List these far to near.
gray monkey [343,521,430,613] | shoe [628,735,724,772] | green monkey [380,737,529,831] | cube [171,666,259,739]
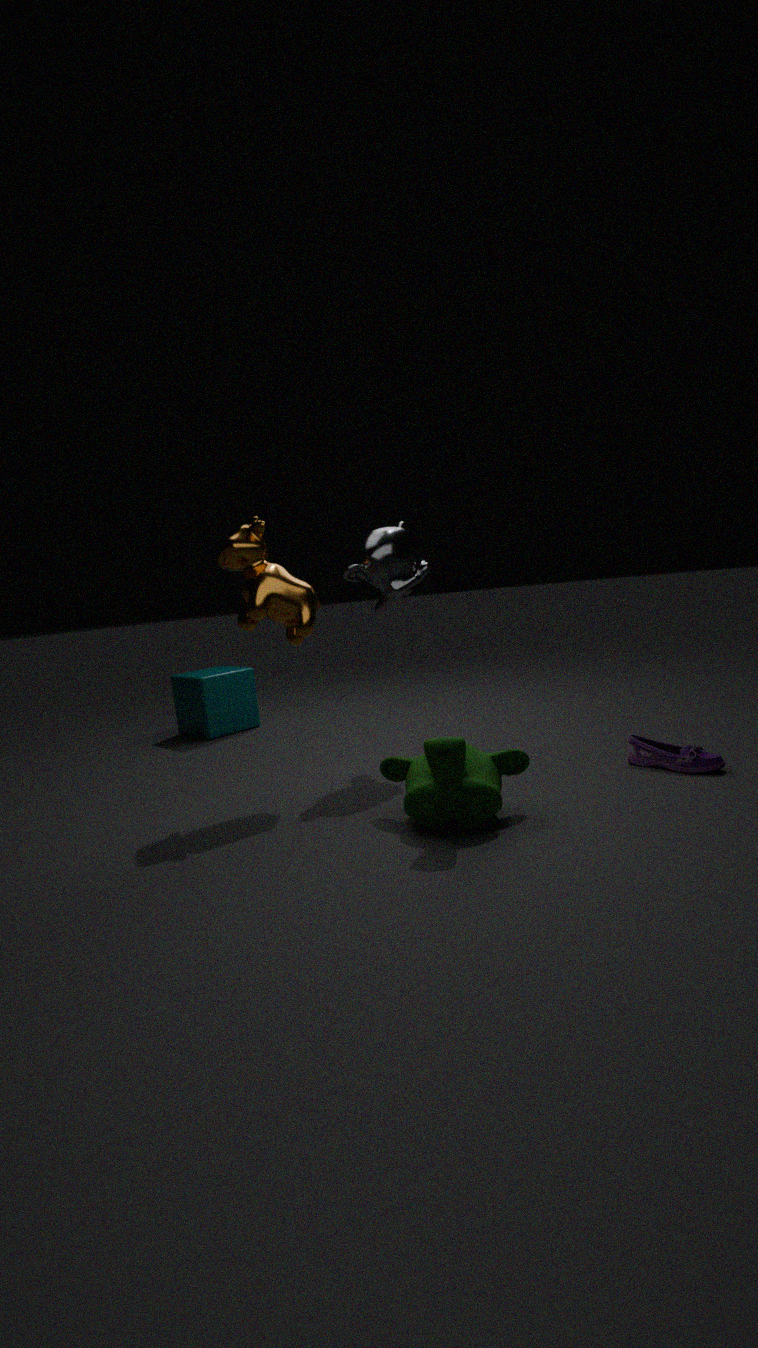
cube [171,666,259,739] → gray monkey [343,521,430,613] → shoe [628,735,724,772] → green monkey [380,737,529,831]
